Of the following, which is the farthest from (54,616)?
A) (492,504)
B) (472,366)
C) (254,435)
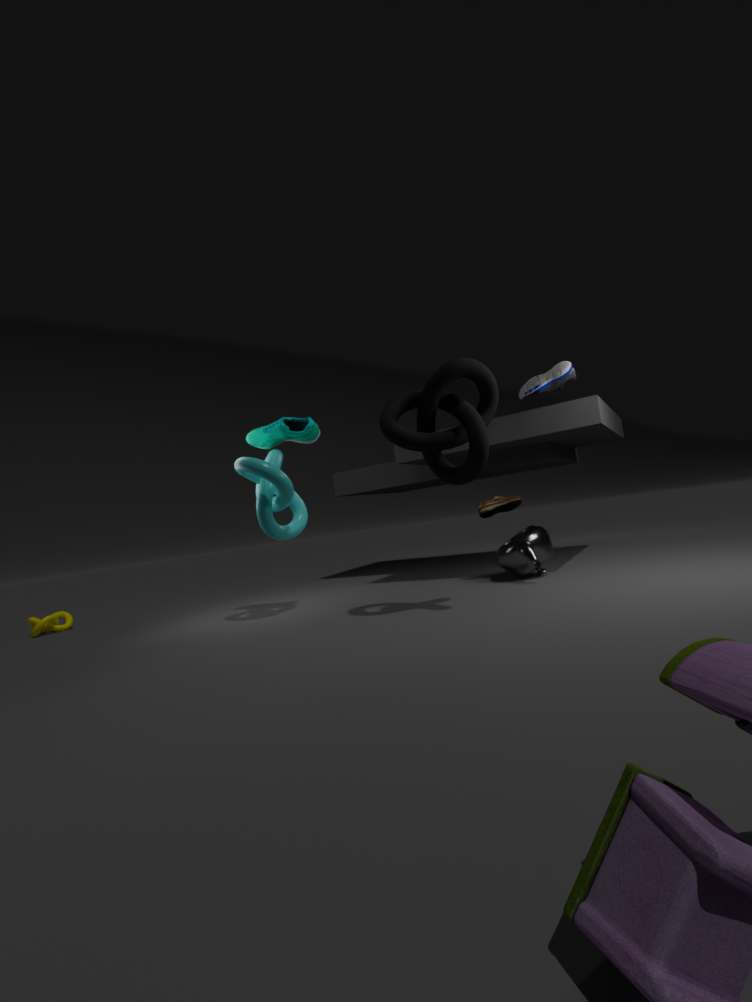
(492,504)
